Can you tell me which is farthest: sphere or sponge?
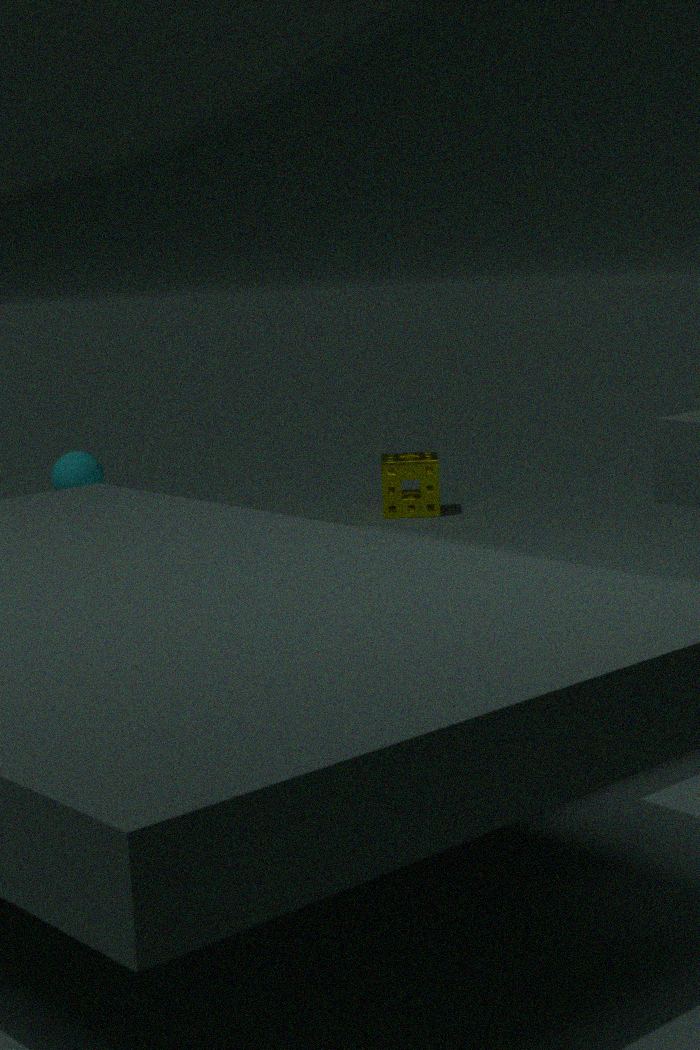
sphere
